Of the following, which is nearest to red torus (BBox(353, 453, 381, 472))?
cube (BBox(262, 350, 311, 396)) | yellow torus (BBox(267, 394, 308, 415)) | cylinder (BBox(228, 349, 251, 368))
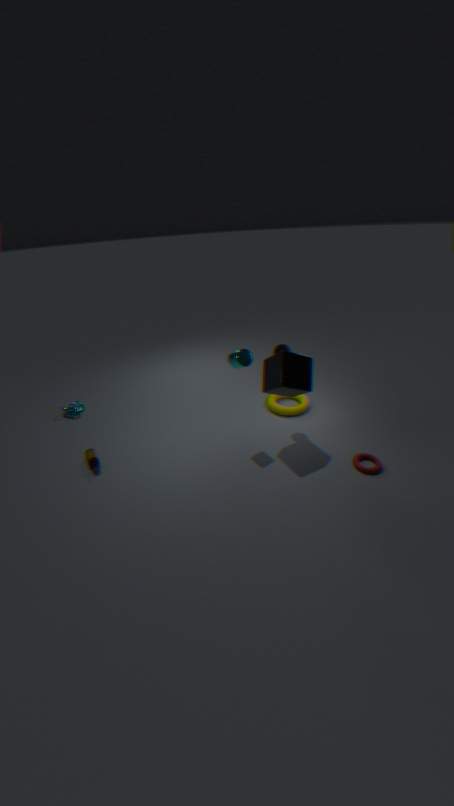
cube (BBox(262, 350, 311, 396))
